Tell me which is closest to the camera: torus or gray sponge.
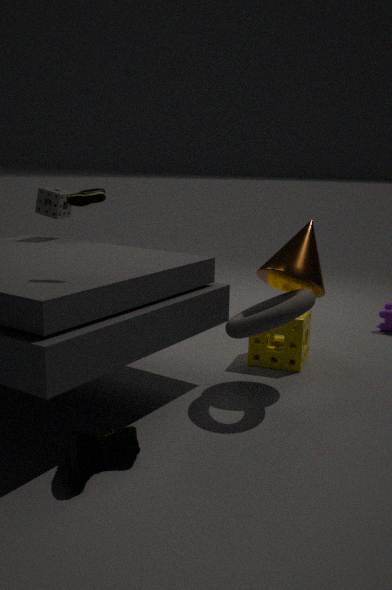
torus
